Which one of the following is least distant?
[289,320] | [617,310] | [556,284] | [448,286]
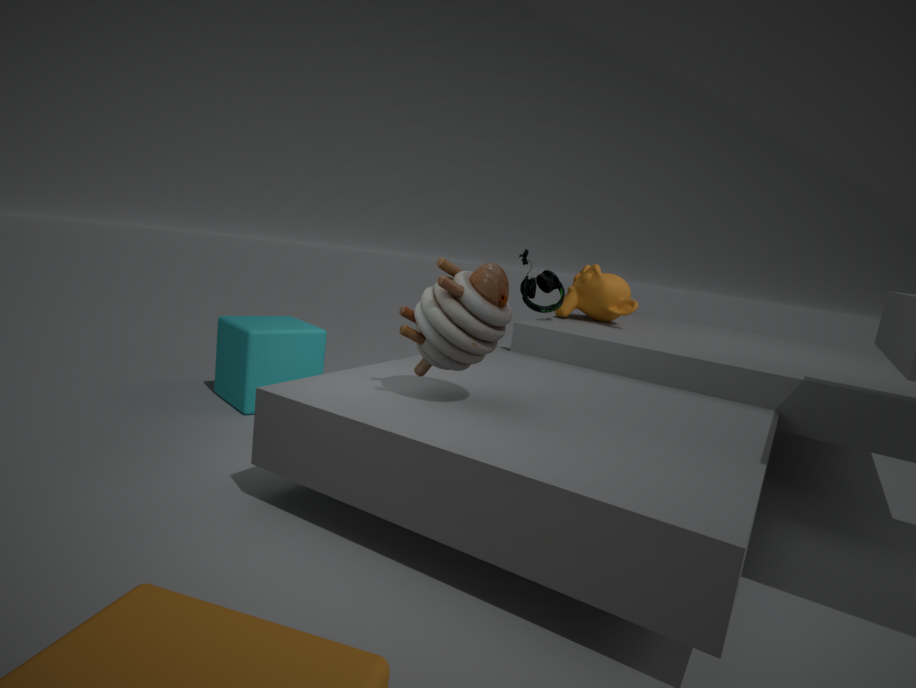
[448,286]
